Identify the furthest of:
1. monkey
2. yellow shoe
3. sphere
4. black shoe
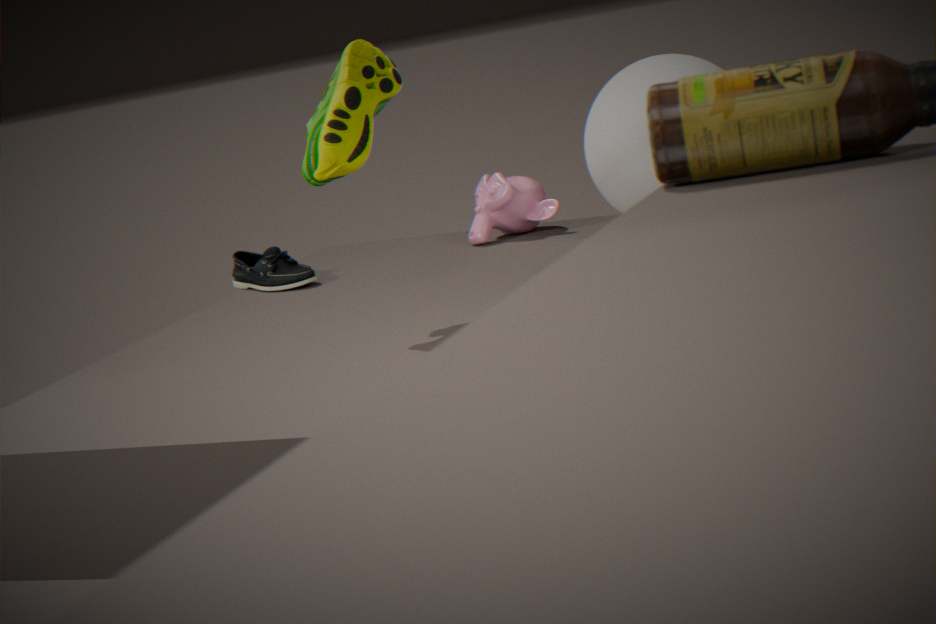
monkey
